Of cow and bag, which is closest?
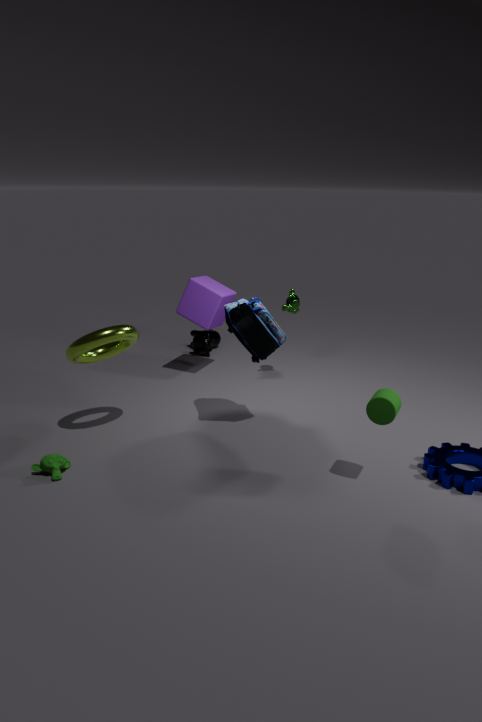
bag
